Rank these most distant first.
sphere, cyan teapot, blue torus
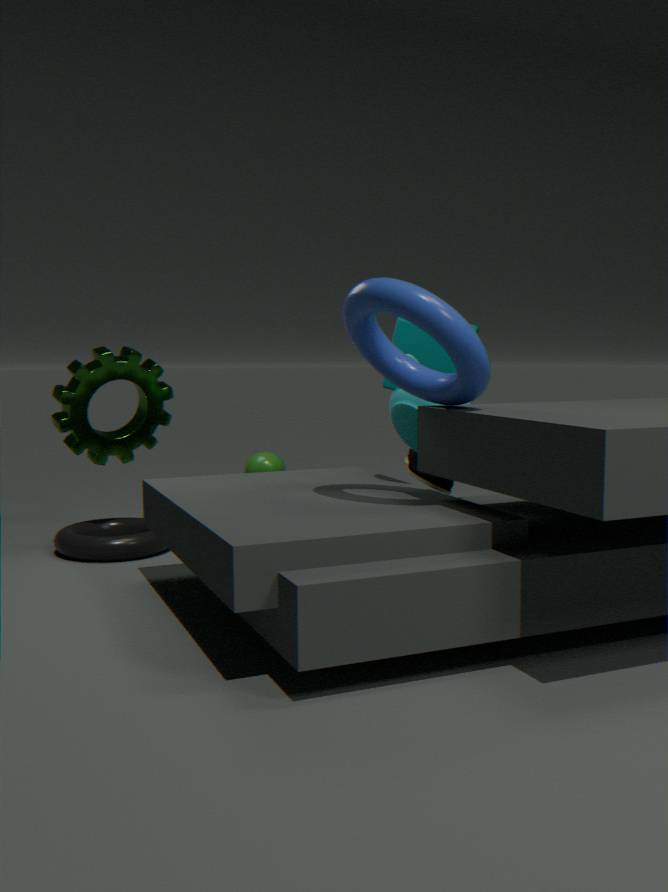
sphere
cyan teapot
blue torus
